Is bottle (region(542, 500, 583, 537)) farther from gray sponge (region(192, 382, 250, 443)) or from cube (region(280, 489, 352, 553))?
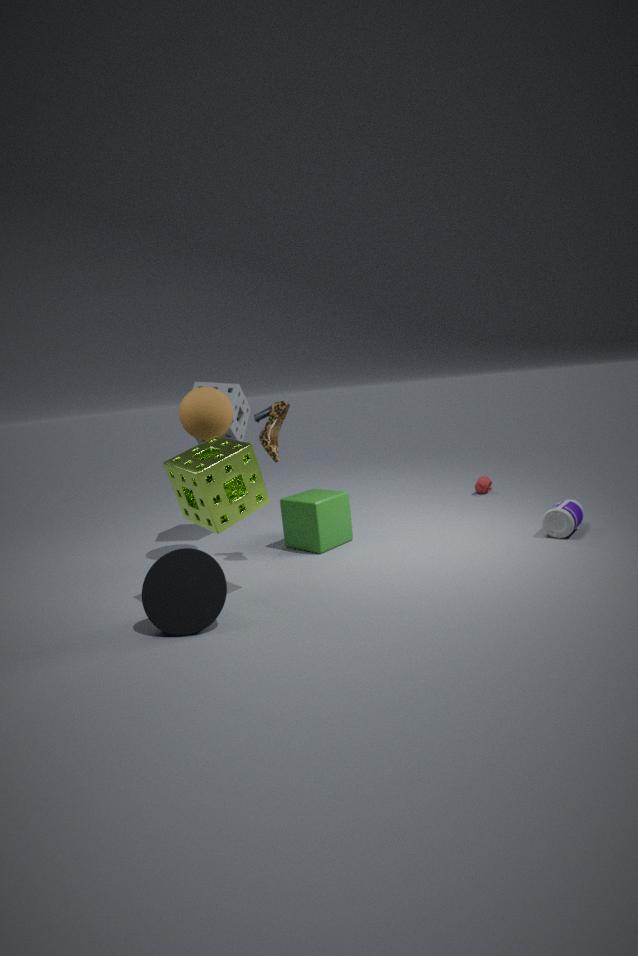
gray sponge (region(192, 382, 250, 443))
